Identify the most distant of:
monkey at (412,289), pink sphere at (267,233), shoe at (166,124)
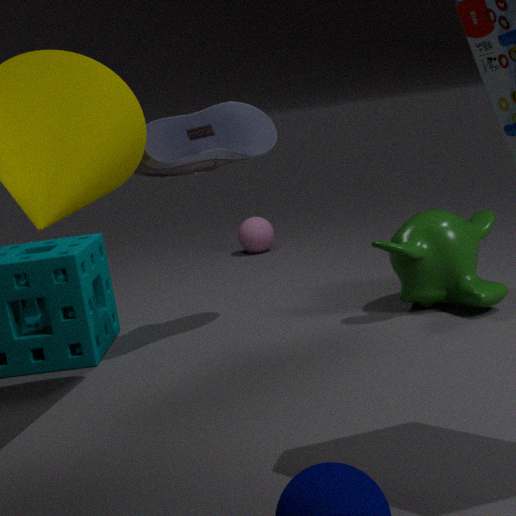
pink sphere at (267,233)
